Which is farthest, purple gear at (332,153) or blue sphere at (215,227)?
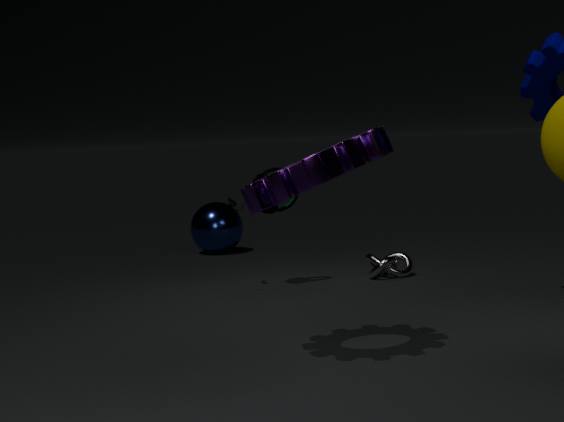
blue sphere at (215,227)
